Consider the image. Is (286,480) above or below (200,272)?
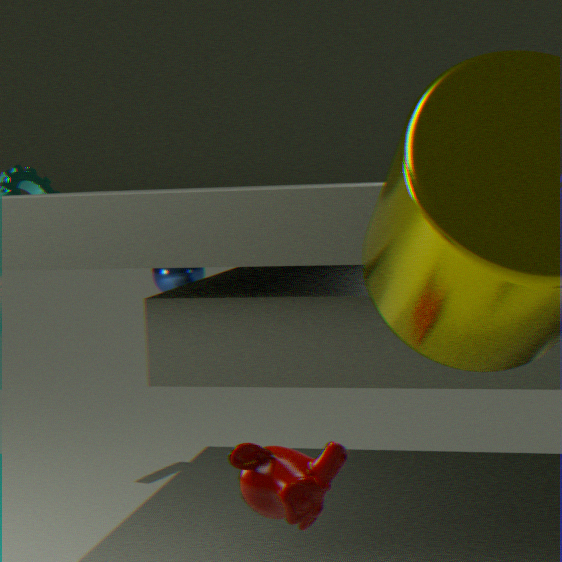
below
